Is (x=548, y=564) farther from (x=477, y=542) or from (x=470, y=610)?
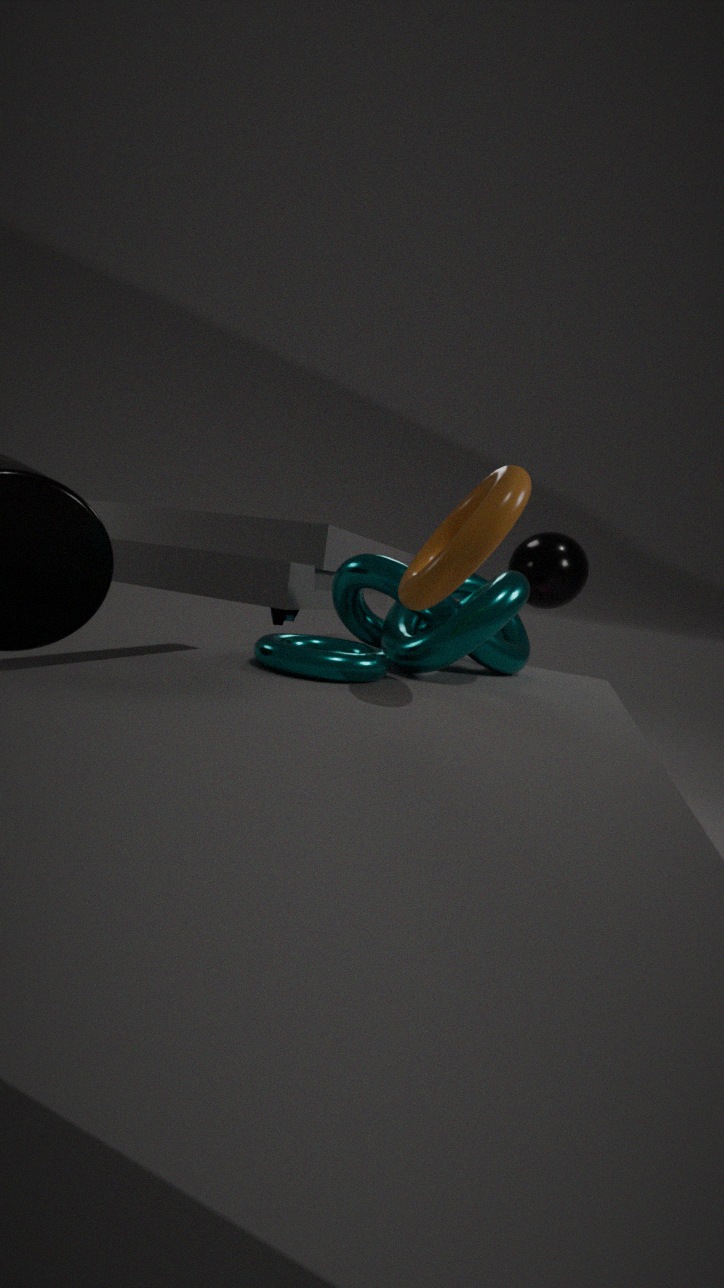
(x=477, y=542)
